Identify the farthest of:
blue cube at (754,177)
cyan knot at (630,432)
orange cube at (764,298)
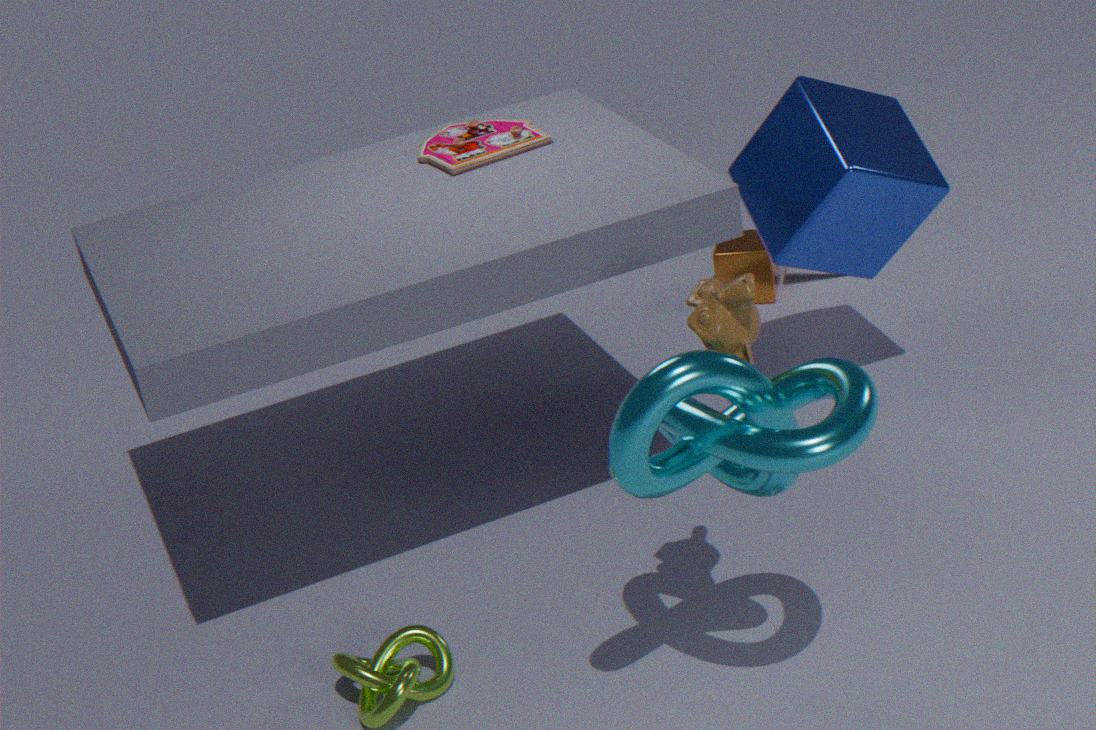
orange cube at (764,298)
